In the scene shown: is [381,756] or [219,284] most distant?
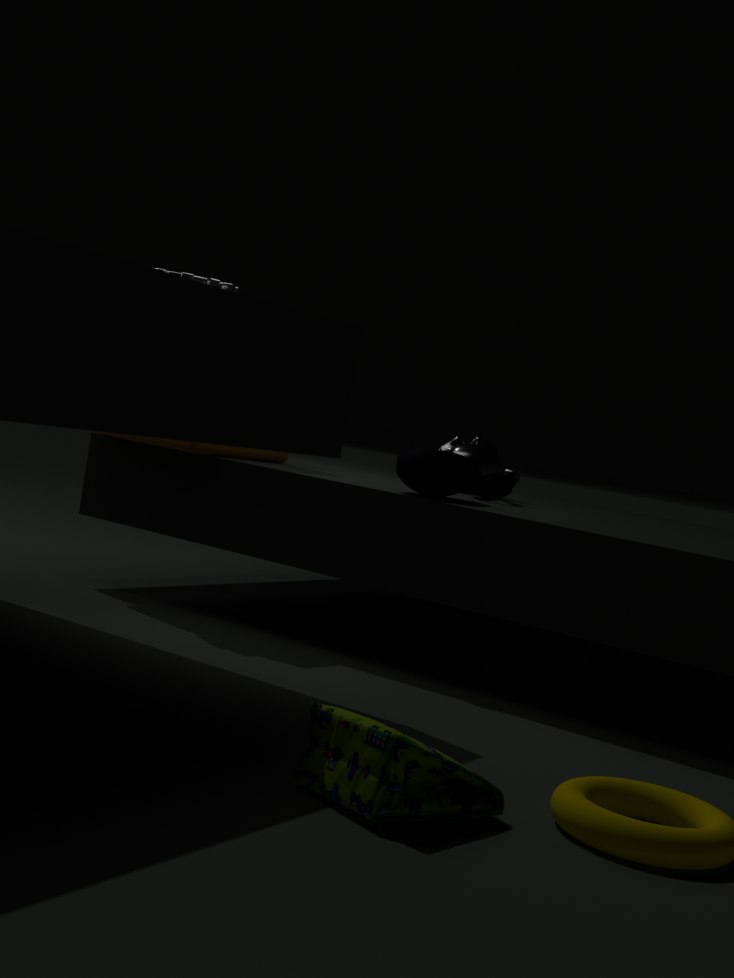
[219,284]
